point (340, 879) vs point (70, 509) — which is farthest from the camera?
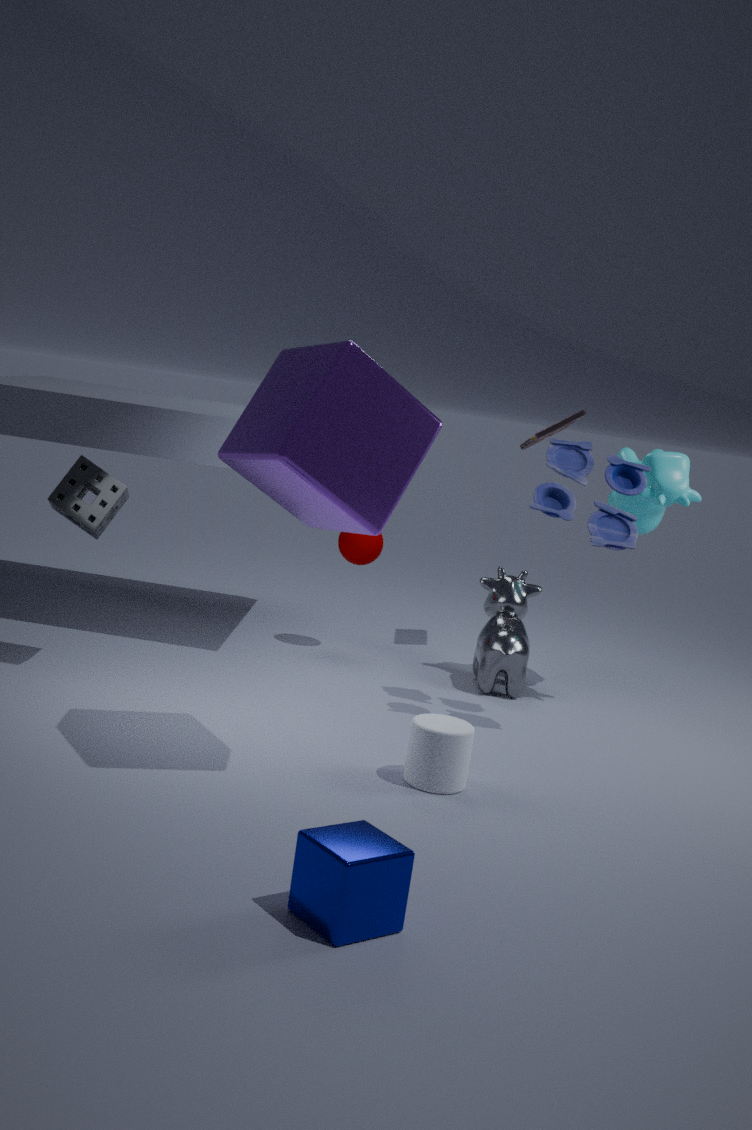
point (70, 509)
